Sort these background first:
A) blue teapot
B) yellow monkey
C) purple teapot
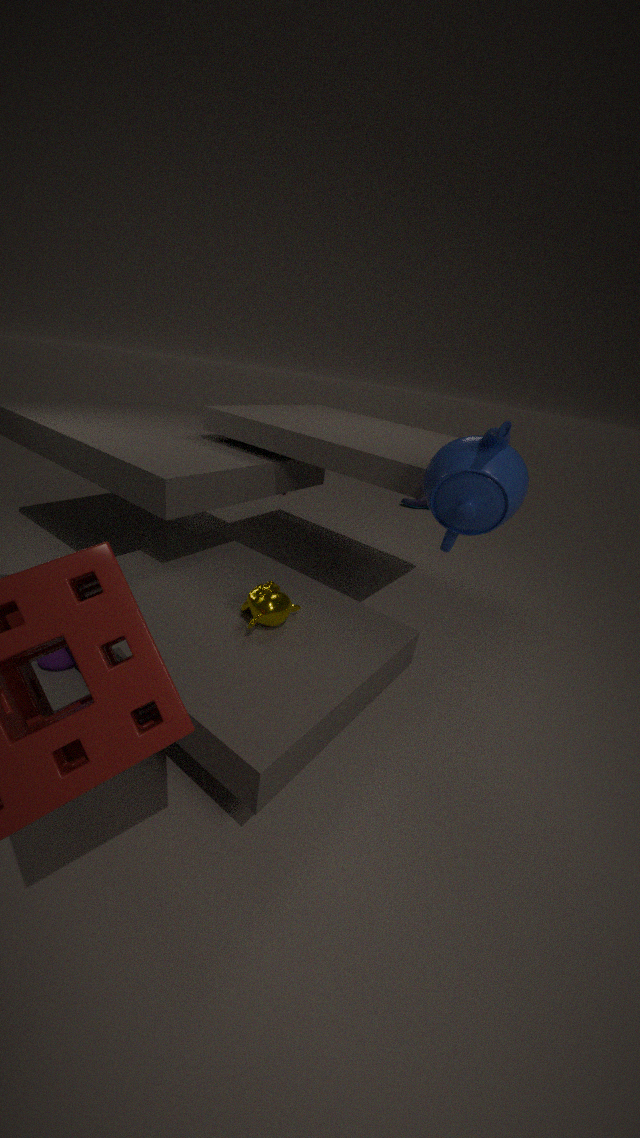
purple teapot, yellow monkey, blue teapot
